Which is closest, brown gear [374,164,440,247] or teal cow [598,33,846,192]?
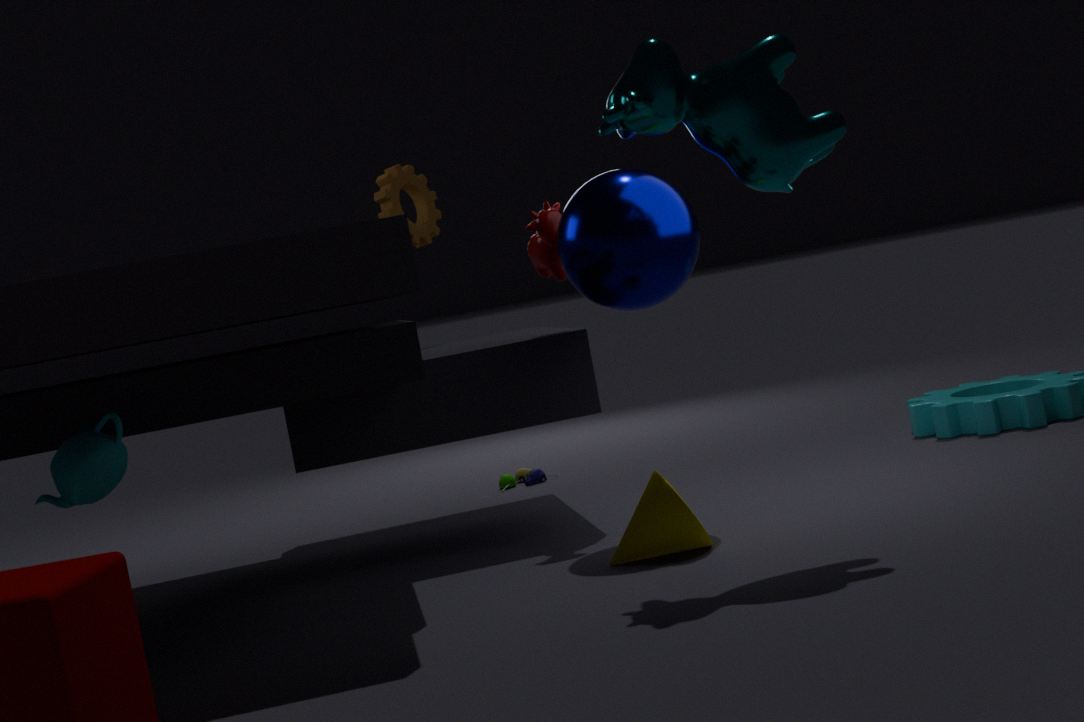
teal cow [598,33,846,192]
